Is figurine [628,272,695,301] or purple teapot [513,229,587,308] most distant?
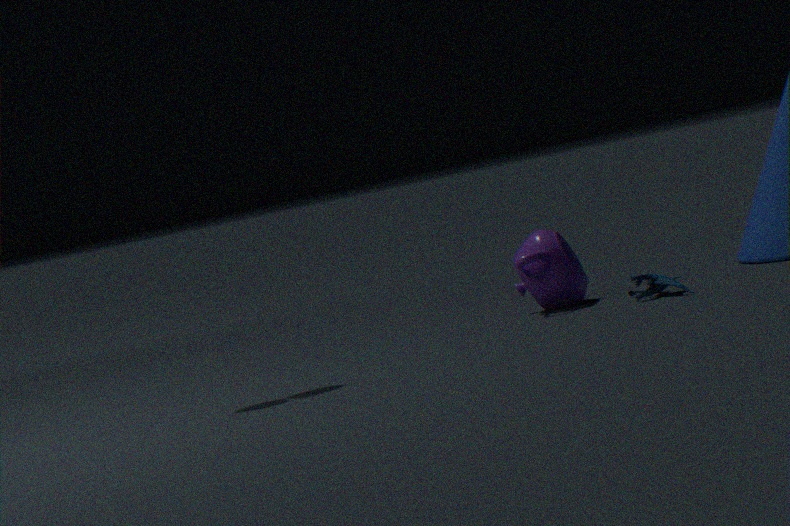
purple teapot [513,229,587,308]
